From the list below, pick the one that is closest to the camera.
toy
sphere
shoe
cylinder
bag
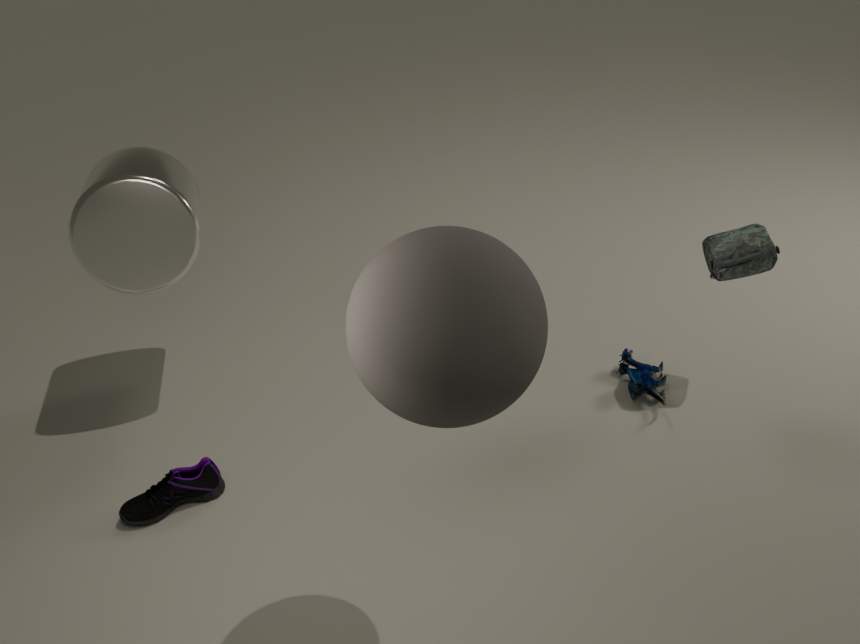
sphere
